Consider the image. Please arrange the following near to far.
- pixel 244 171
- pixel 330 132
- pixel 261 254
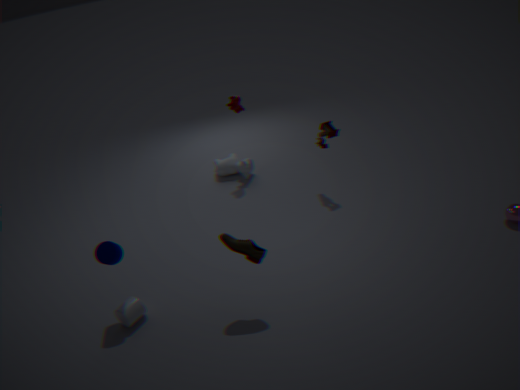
1. pixel 261 254
2. pixel 330 132
3. pixel 244 171
